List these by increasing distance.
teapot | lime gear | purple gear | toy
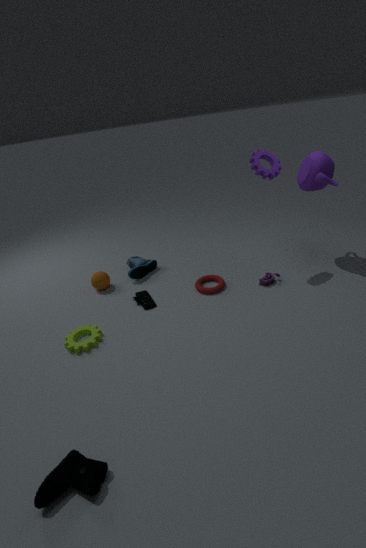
lime gear < purple gear < teapot < toy
